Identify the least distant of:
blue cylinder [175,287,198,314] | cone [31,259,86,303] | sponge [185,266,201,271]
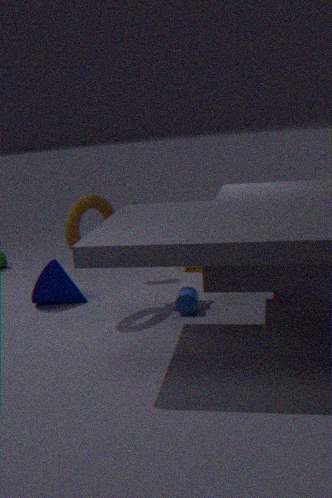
blue cylinder [175,287,198,314]
